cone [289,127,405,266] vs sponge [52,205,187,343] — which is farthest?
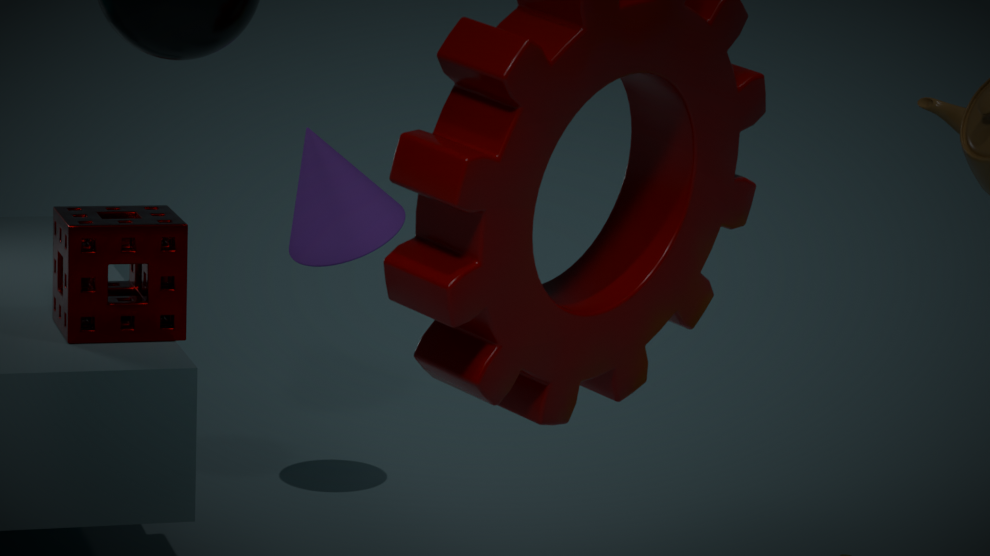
cone [289,127,405,266]
